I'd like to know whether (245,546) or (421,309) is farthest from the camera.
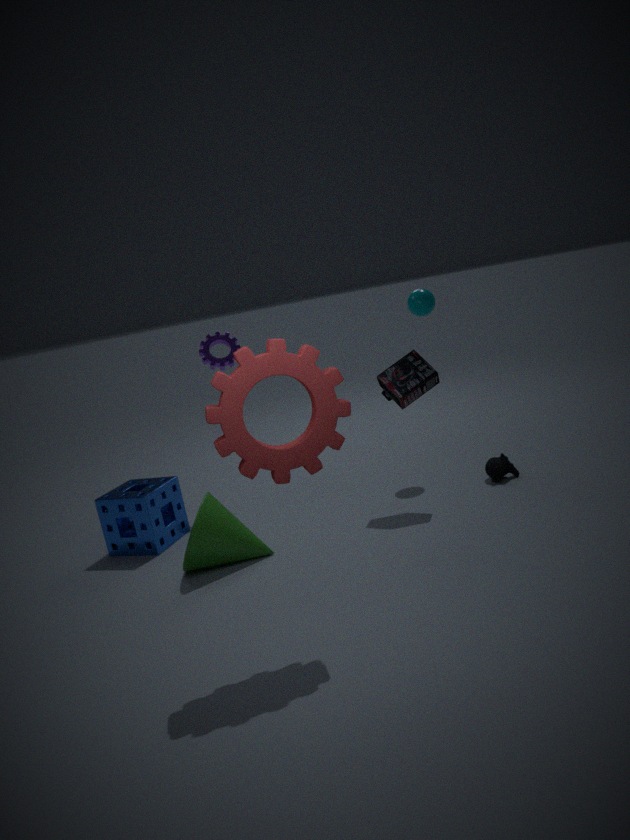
(421,309)
